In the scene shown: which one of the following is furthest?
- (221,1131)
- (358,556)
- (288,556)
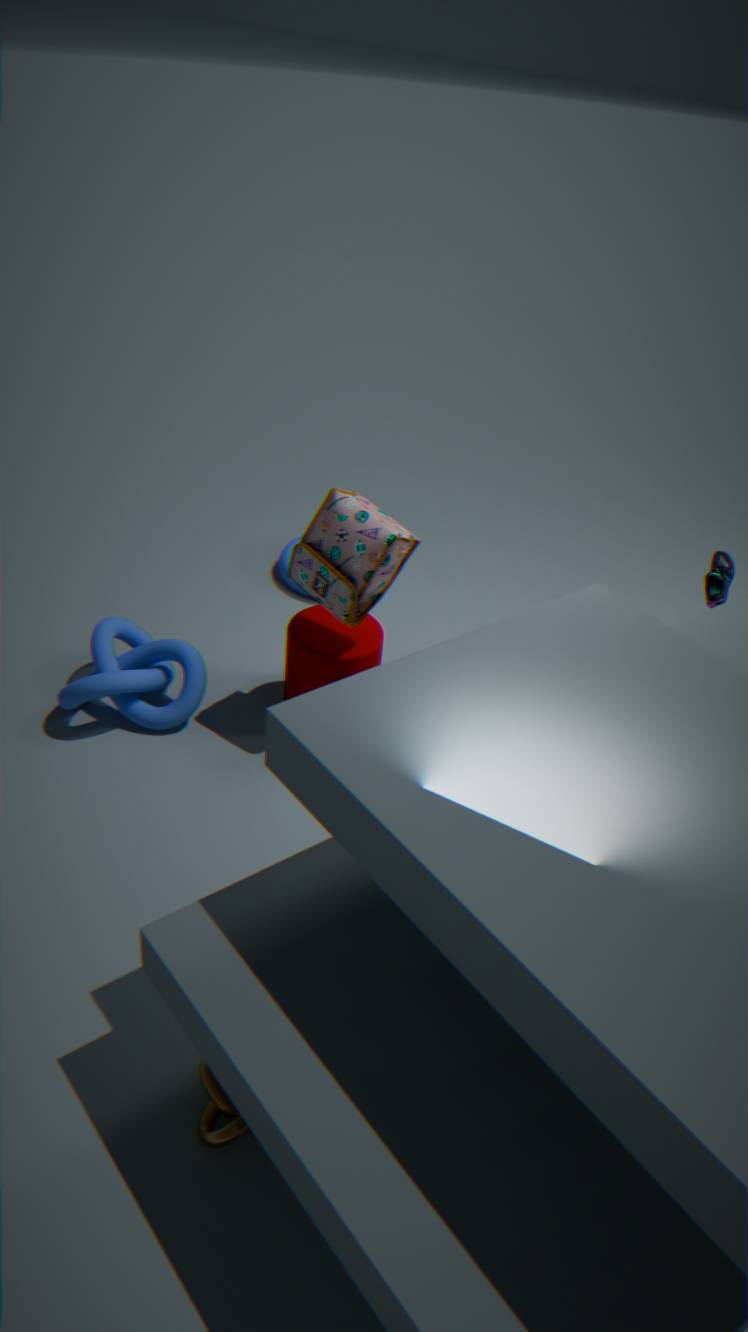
(288,556)
